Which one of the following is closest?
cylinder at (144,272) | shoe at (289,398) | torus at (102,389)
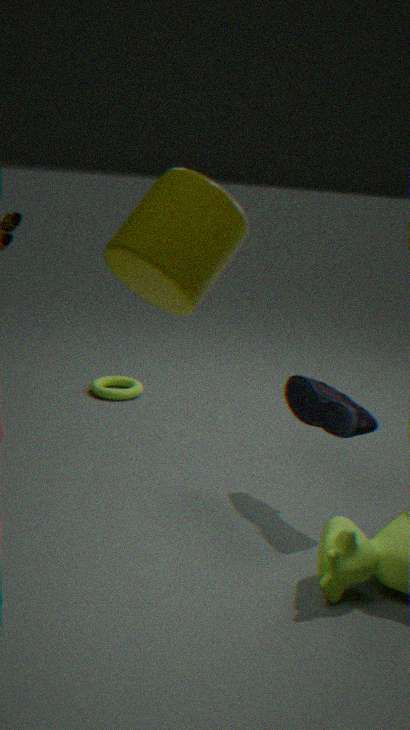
cylinder at (144,272)
